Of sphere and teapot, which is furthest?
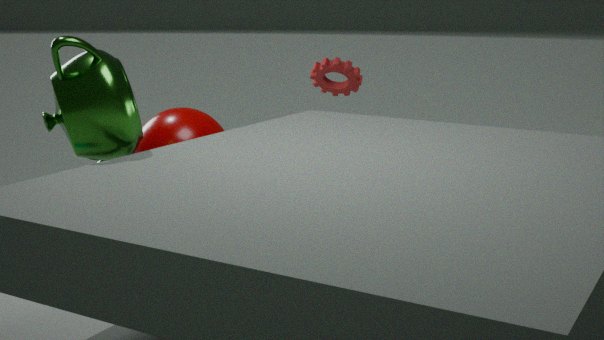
sphere
